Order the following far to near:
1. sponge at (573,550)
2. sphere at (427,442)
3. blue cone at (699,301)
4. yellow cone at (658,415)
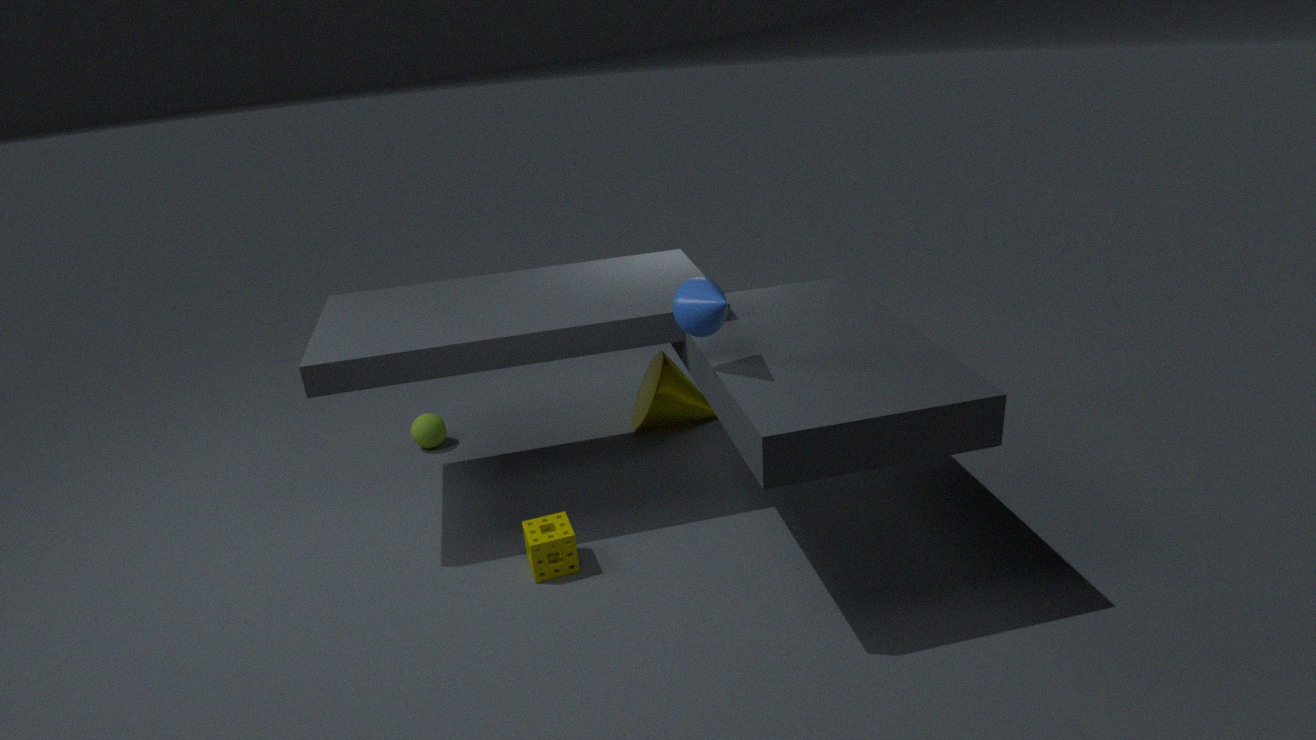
1. sphere at (427,442)
2. yellow cone at (658,415)
3. sponge at (573,550)
4. blue cone at (699,301)
